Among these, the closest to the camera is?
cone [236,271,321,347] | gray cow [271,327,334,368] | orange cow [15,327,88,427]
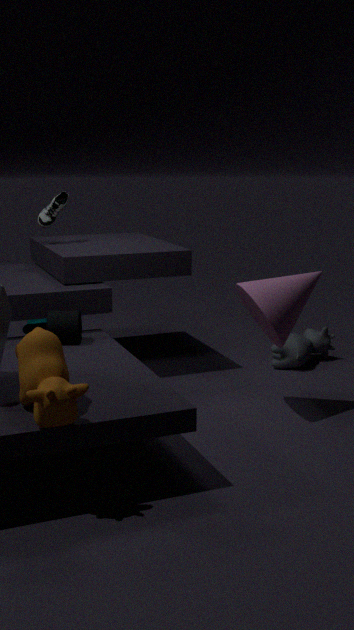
orange cow [15,327,88,427]
